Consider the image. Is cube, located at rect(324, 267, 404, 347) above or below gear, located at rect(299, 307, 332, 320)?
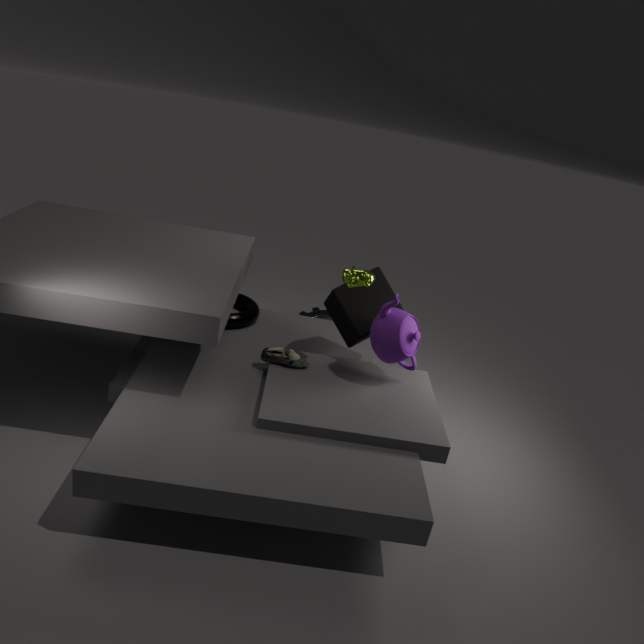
above
